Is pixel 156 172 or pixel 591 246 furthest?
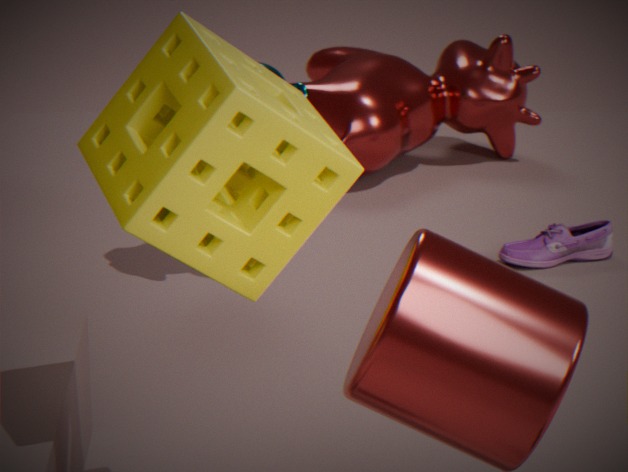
pixel 591 246
